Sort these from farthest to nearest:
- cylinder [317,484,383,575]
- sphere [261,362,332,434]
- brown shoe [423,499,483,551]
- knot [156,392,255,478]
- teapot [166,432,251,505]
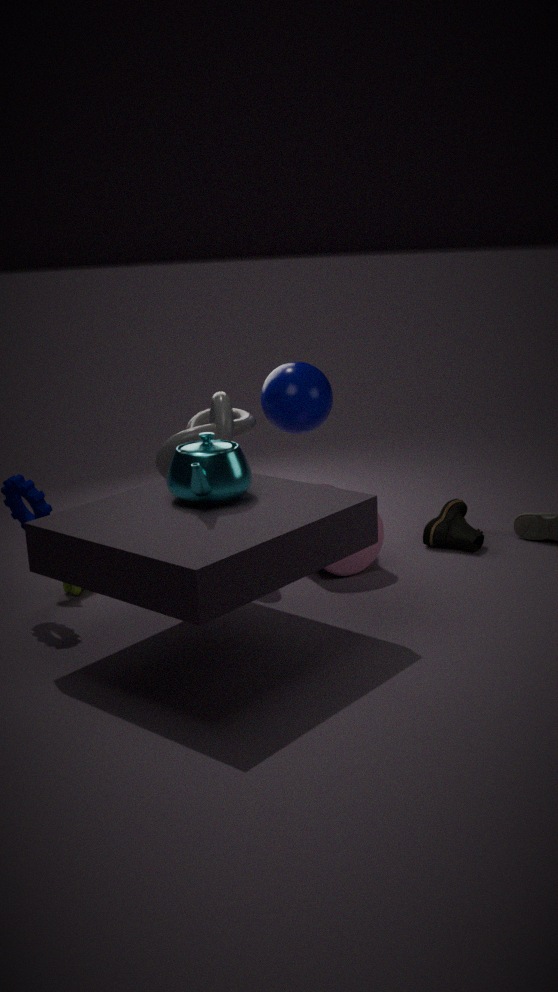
1. brown shoe [423,499,483,551]
2. sphere [261,362,332,434]
3. cylinder [317,484,383,575]
4. knot [156,392,255,478]
5. teapot [166,432,251,505]
